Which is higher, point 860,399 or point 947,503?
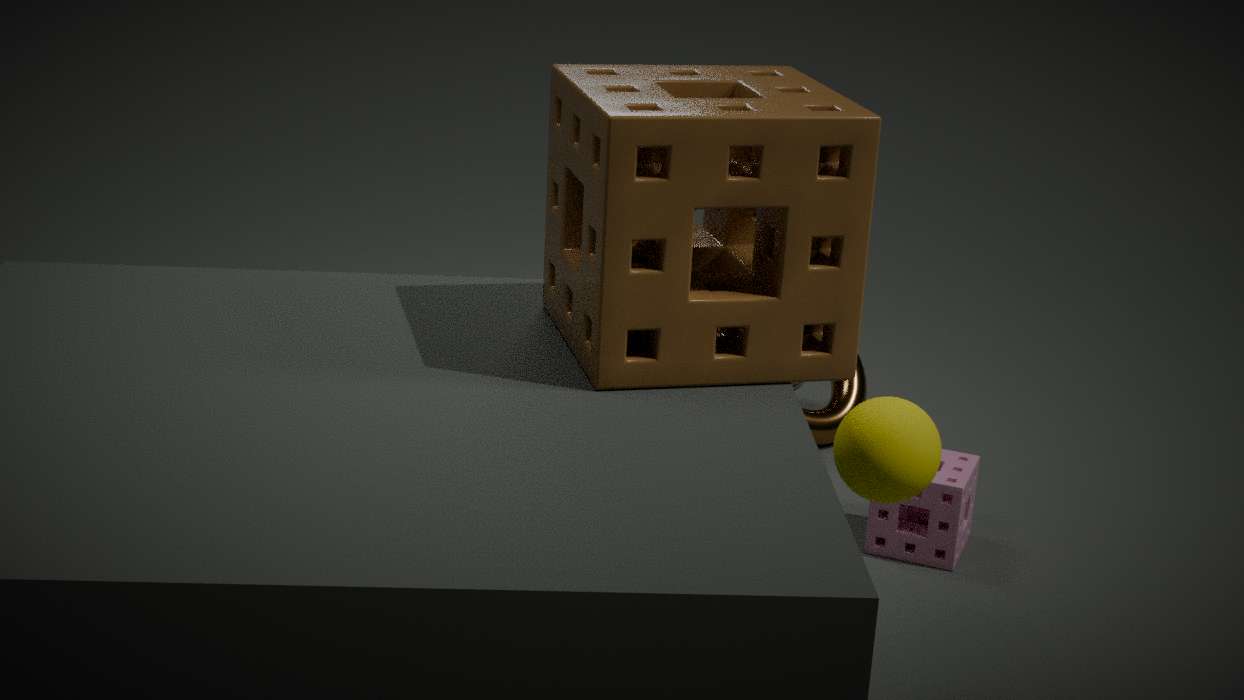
point 860,399
